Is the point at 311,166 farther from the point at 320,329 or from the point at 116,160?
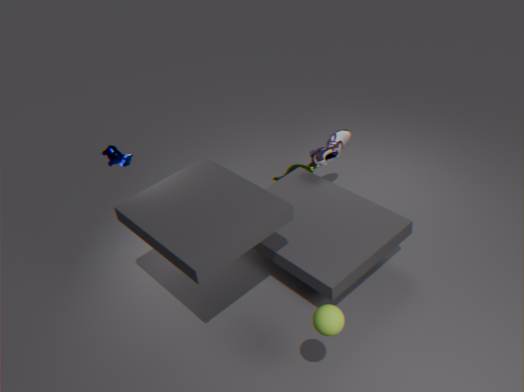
the point at 320,329
